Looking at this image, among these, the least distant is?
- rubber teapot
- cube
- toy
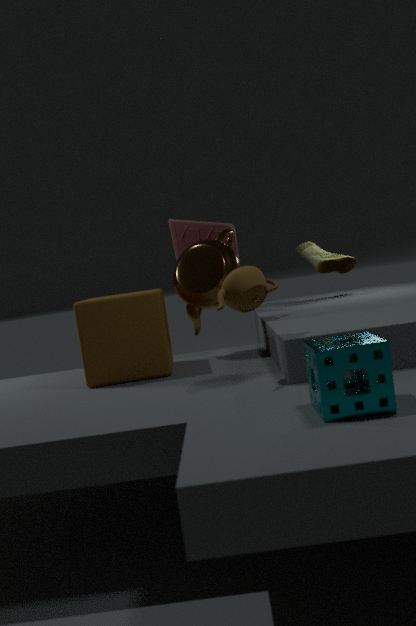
rubber teapot
